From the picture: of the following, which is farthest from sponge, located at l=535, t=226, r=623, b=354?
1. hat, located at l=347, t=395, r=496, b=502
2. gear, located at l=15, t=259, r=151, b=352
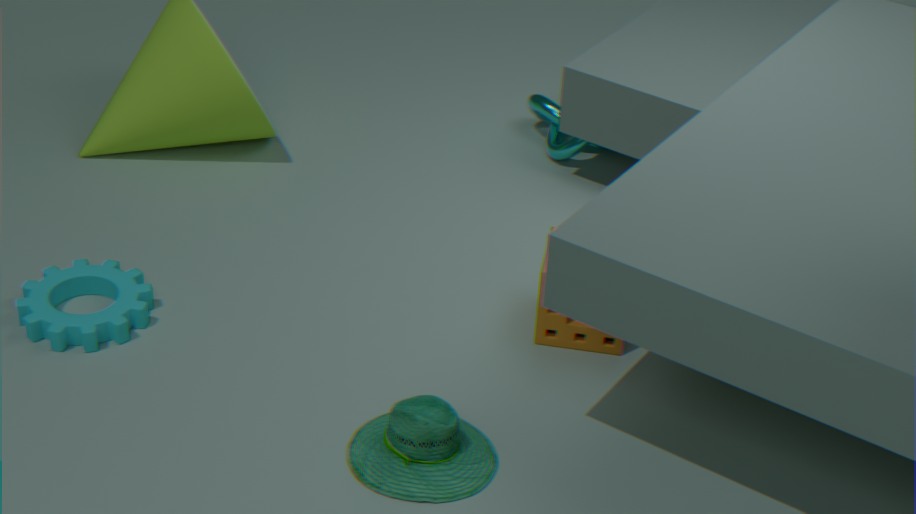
gear, located at l=15, t=259, r=151, b=352
